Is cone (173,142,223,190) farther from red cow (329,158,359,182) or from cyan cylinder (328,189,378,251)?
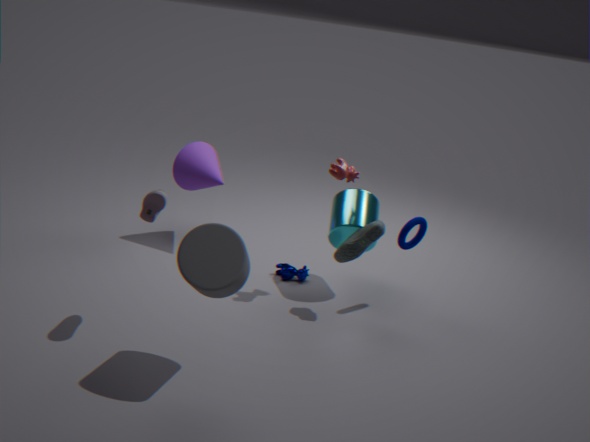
red cow (329,158,359,182)
